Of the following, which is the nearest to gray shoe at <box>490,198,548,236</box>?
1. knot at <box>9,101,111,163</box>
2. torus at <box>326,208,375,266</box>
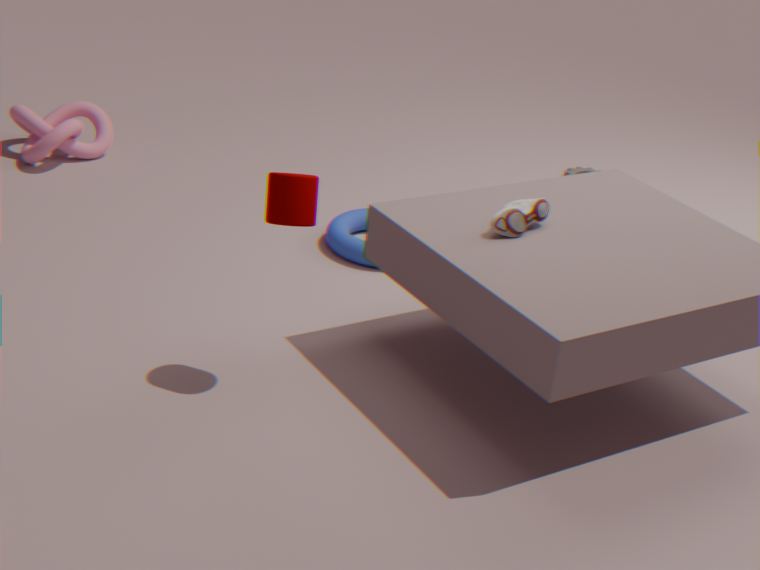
torus at <box>326,208,375,266</box>
